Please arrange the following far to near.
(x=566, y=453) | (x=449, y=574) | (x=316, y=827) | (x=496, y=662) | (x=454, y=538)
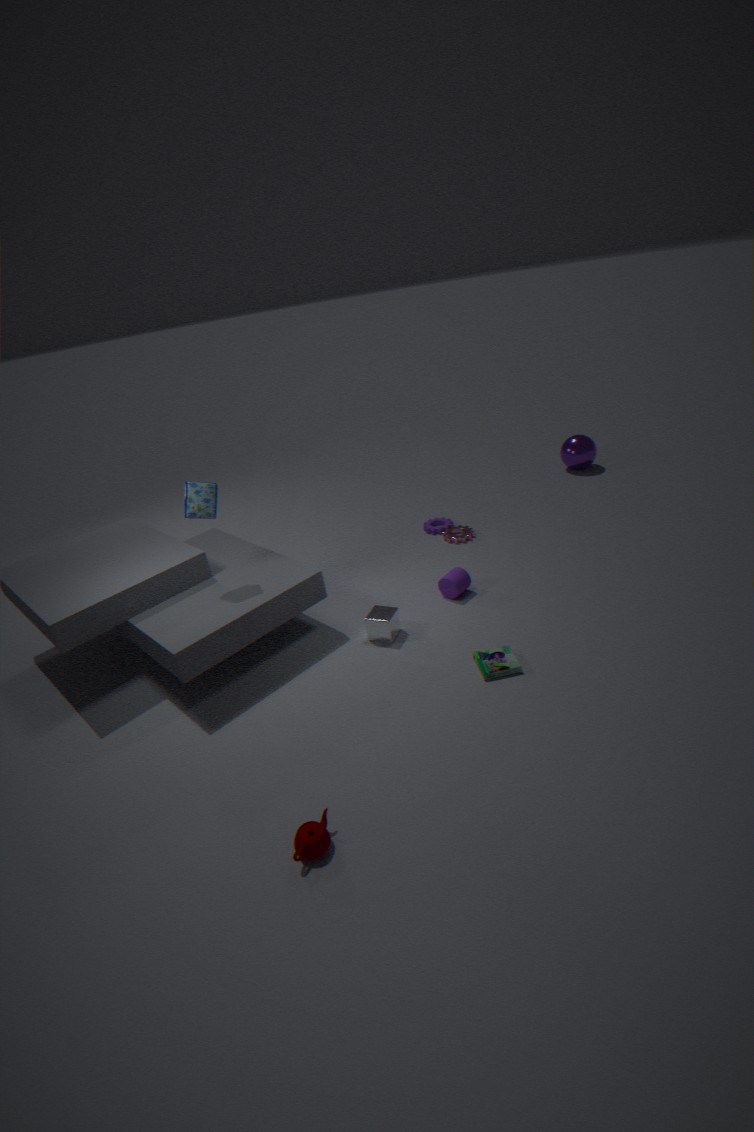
(x=566, y=453) < (x=454, y=538) < (x=449, y=574) < (x=496, y=662) < (x=316, y=827)
